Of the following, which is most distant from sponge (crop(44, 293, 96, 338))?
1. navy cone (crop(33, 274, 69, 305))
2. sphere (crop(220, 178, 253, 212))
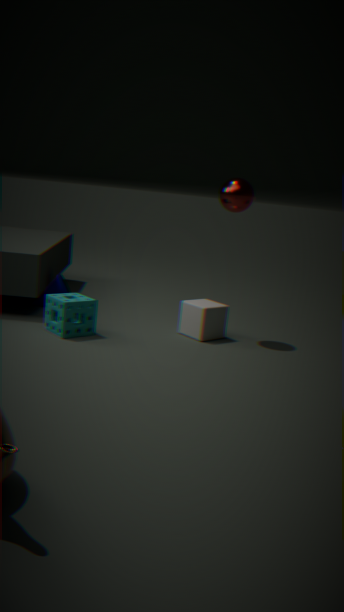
sphere (crop(220, 178, 253, 212))
